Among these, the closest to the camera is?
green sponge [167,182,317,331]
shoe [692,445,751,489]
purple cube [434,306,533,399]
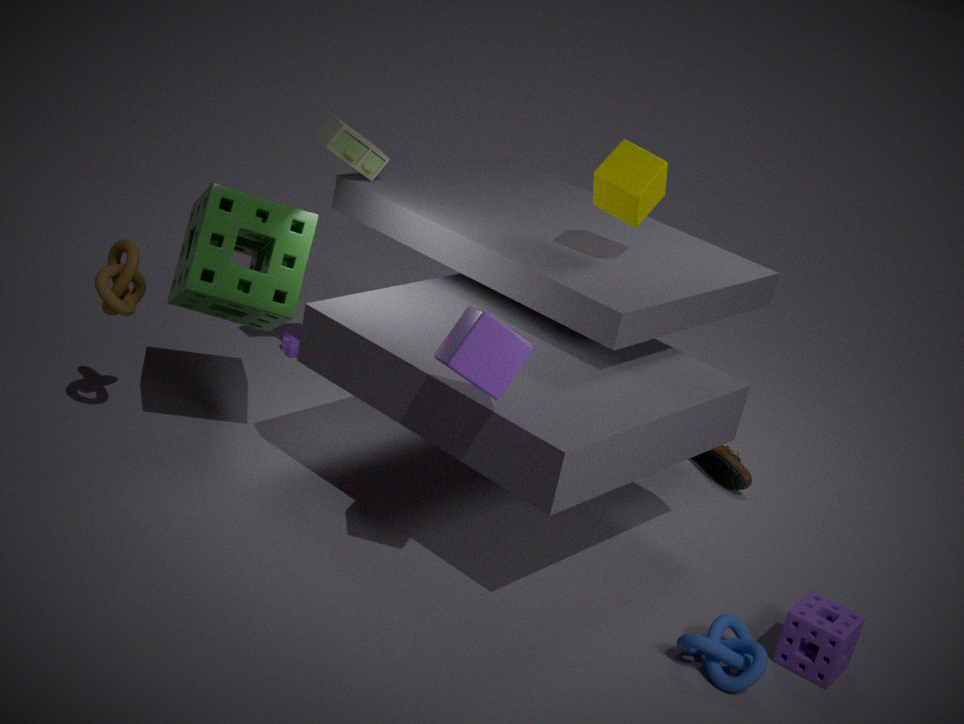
purple cube [434,306,533,399]
